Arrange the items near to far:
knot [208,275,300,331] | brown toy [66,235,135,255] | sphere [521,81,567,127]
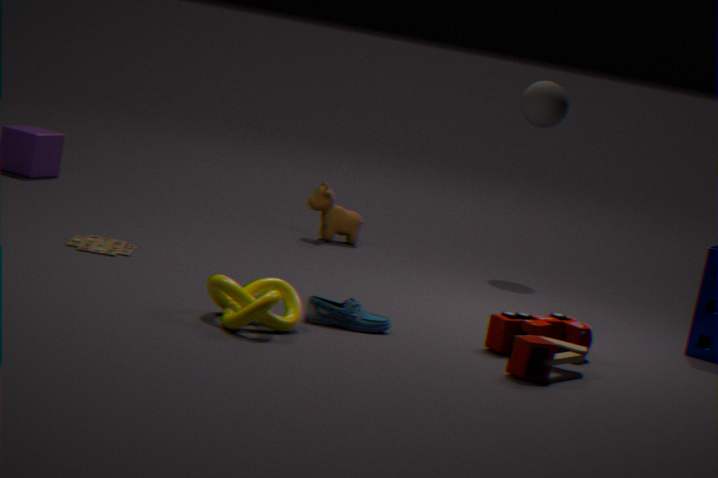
knot [208,275,300,331], brown toy [66,235,135,255], sphere [521,81,567,127]
